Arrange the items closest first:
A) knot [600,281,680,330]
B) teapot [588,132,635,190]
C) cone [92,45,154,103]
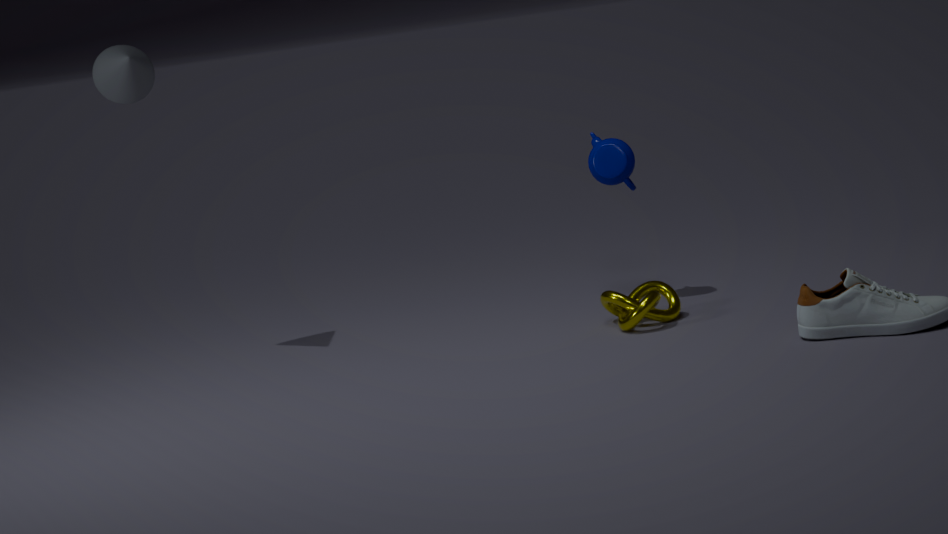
knot [600,281,680,330], cone [92,45,154,103], teapot [588,132,635,190]
